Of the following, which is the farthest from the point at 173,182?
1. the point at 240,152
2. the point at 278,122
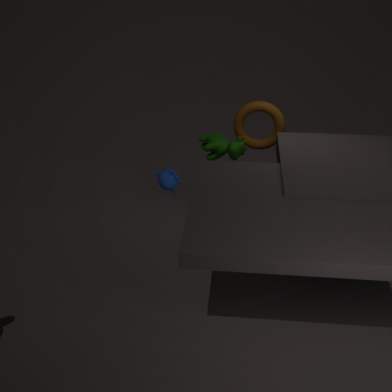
the point at 278,122
